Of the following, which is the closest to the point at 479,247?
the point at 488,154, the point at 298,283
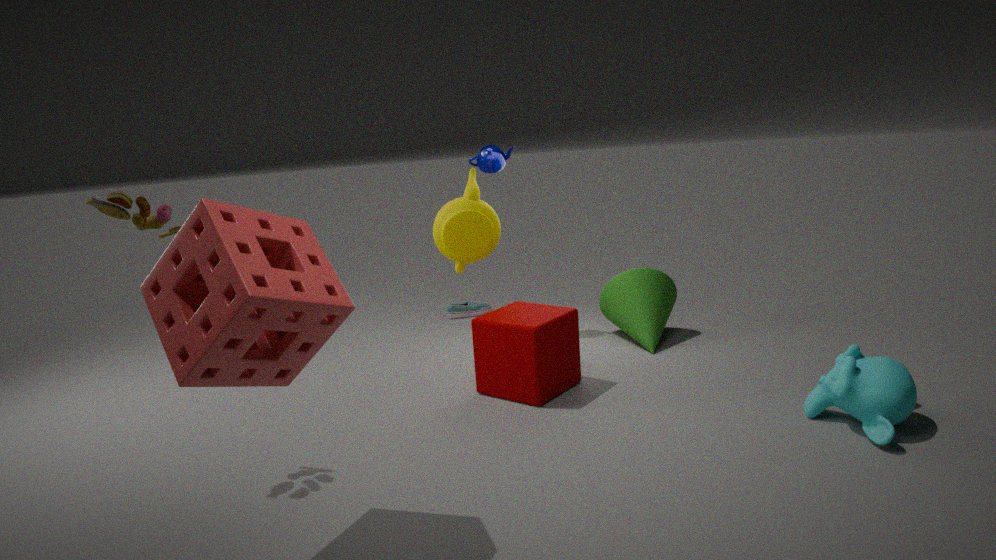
the point at 488,154
